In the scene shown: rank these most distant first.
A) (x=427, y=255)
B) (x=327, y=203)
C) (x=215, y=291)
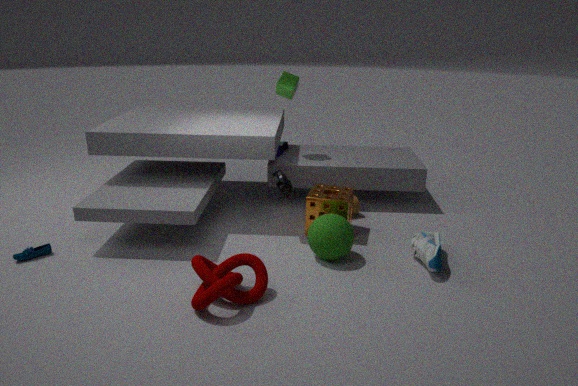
B. (x=327, y=203)
A. (x=427, y=255)
C. (x=215, y=291)
